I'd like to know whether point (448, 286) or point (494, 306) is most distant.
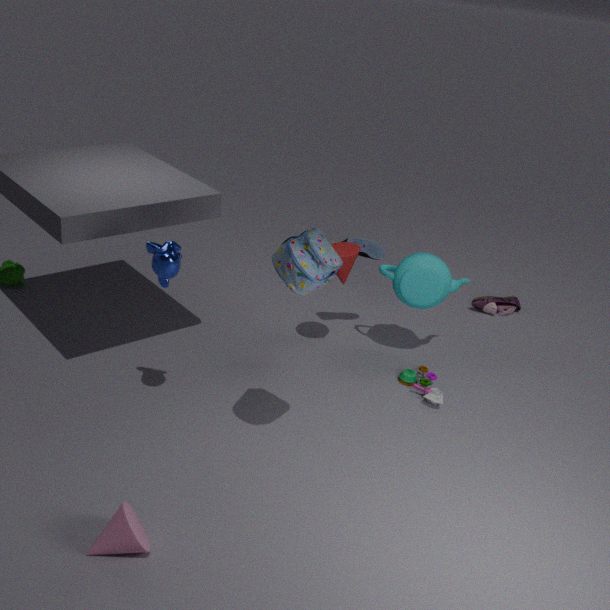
point (494, 306)
